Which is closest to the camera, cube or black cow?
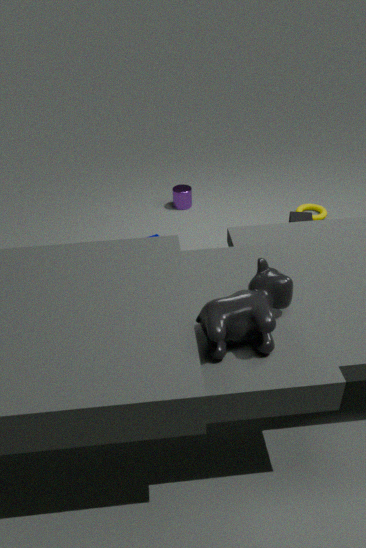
black cow
